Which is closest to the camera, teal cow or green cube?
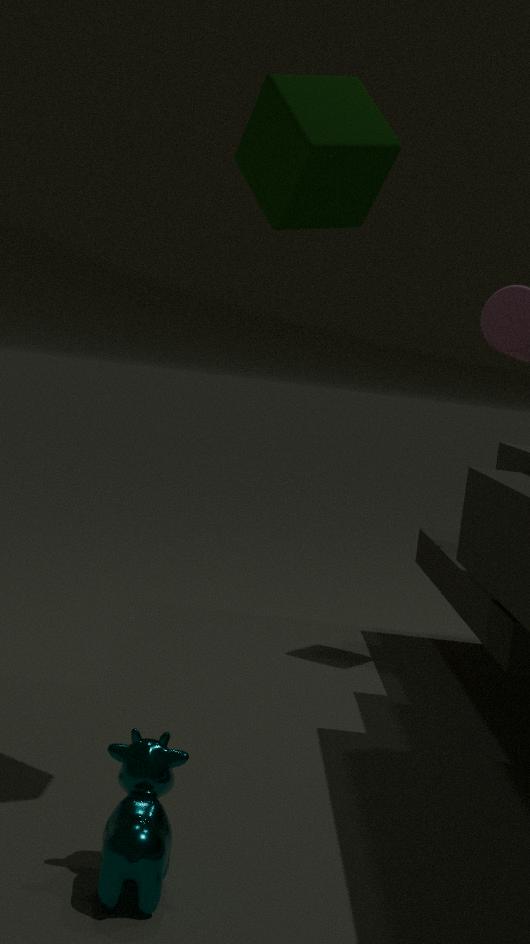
teal cow
